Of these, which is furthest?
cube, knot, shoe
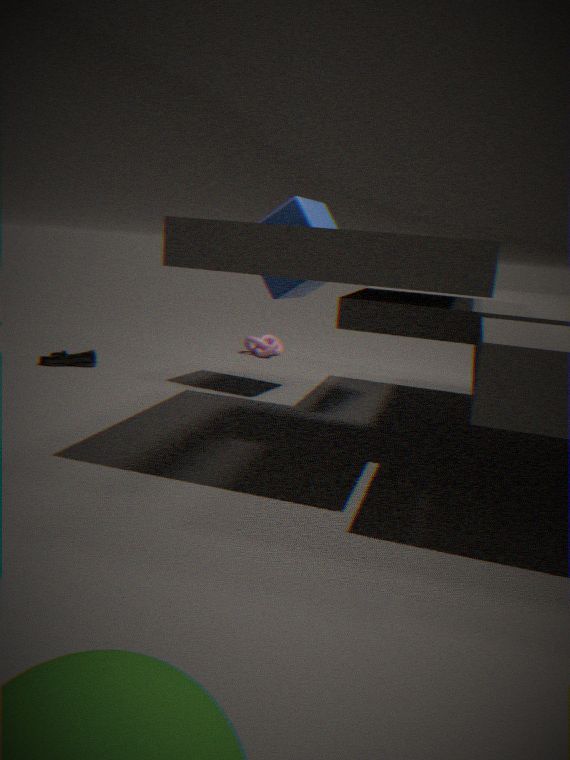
knot
